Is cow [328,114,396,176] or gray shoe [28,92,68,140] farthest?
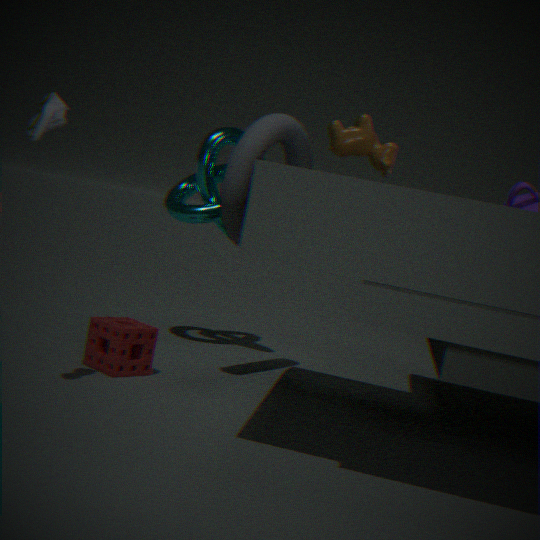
cow [328,114,396,176]
